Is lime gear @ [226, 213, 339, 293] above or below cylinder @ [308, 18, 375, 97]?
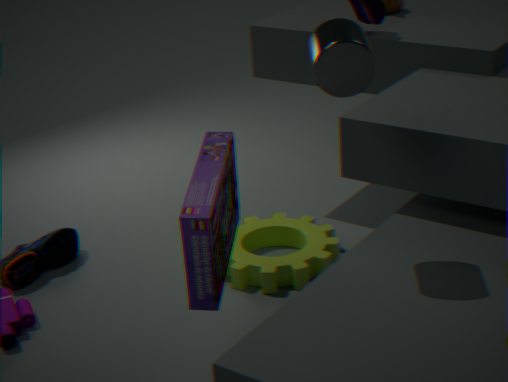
below
